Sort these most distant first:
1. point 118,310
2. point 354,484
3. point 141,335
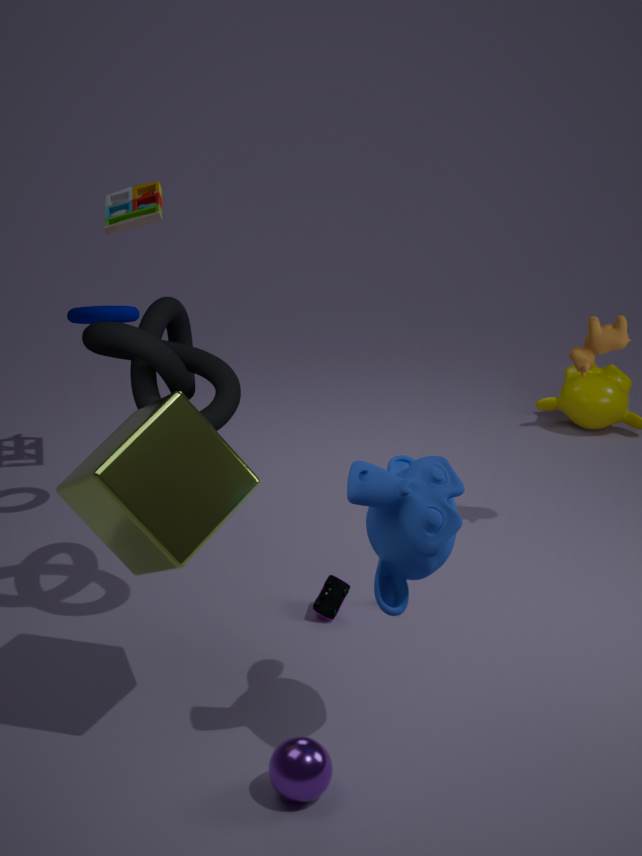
point 118,310 < point 141,335 < point 354,484
